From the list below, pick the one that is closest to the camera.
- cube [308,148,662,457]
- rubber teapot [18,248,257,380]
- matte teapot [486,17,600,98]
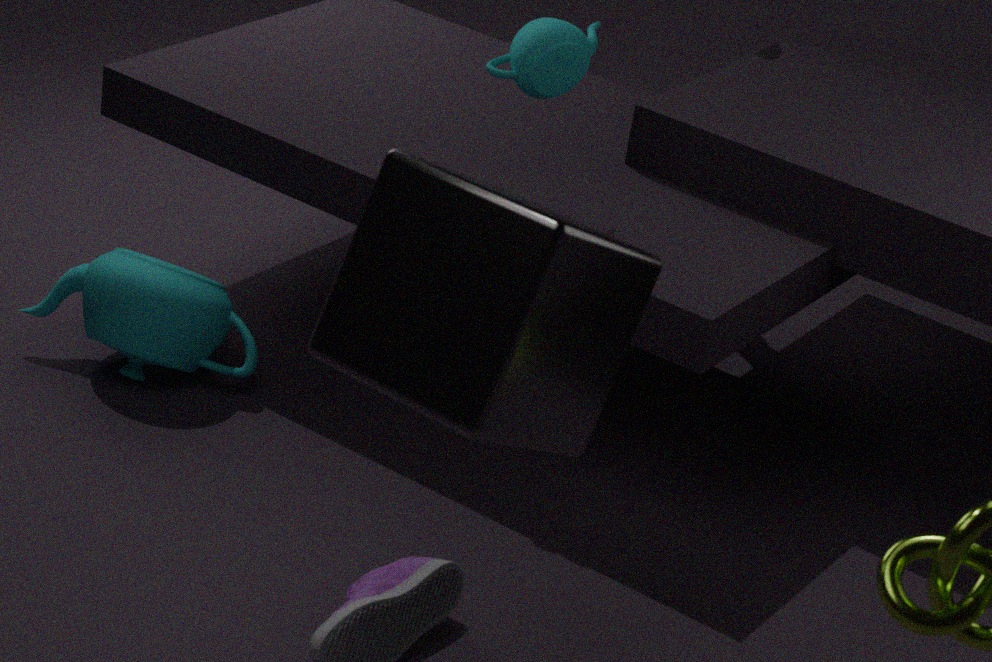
cube [308,148,662,457]
